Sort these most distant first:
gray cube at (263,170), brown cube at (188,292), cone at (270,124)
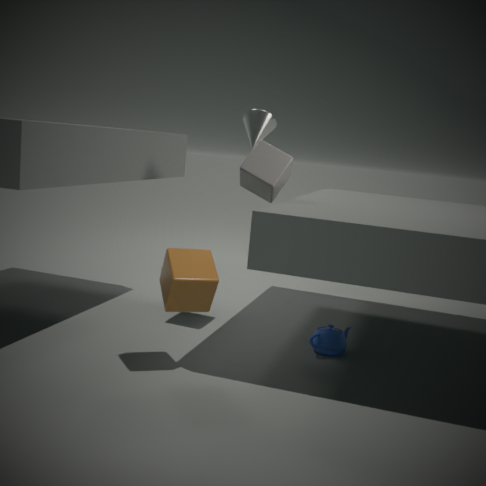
cone at (270,124)
gray cube at (263,170)
brown cube at (188,292)
